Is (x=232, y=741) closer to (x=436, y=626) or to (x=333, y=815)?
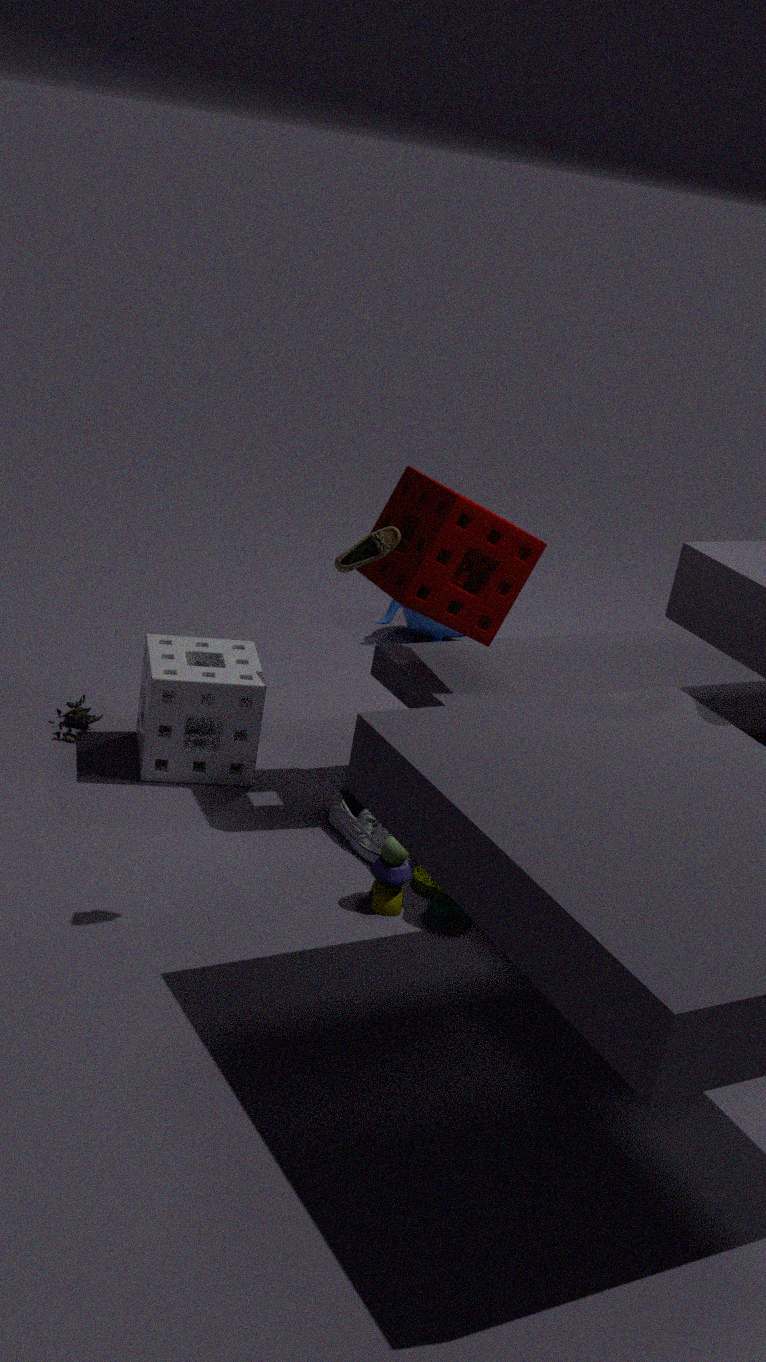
(x=333, y=815)
